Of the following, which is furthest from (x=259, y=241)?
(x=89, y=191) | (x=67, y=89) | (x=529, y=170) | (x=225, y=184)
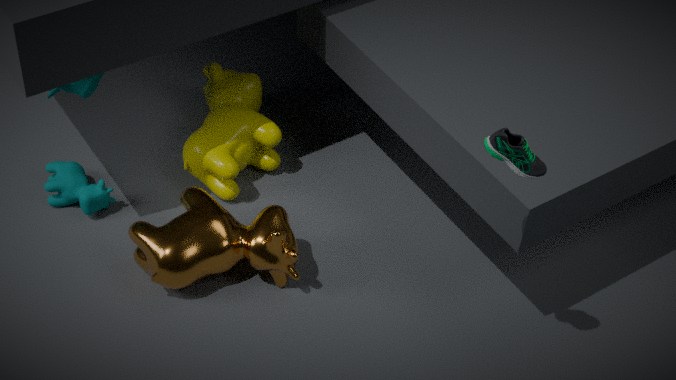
(x=529, y=170)
